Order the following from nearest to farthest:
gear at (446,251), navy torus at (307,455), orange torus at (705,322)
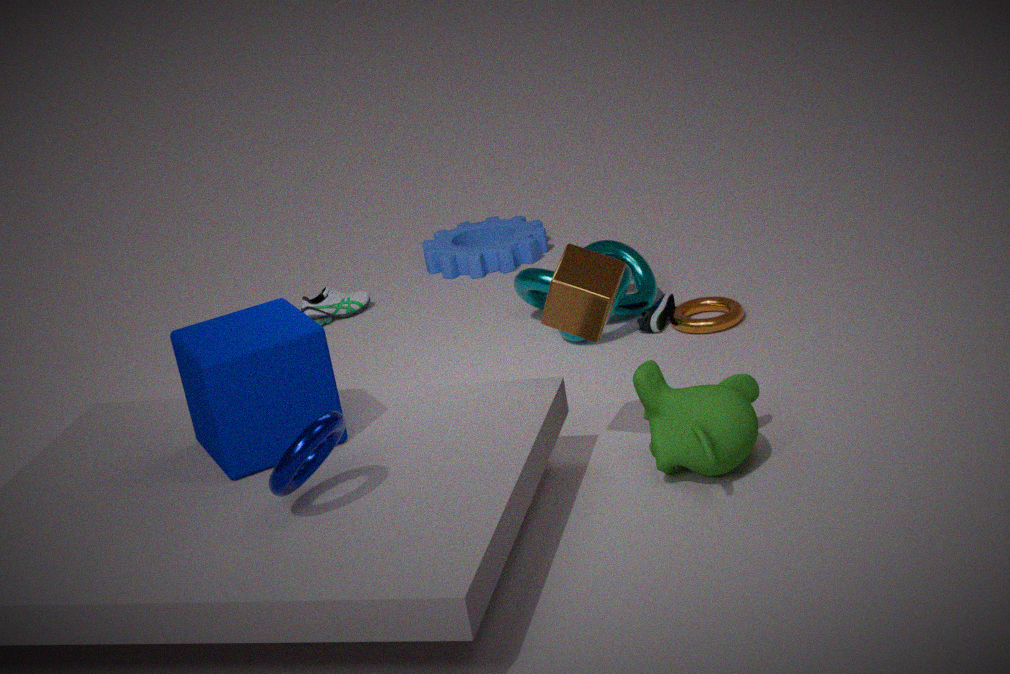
navy torus at (307,455) → orange torus at (705,322) → gear at (446,251)
